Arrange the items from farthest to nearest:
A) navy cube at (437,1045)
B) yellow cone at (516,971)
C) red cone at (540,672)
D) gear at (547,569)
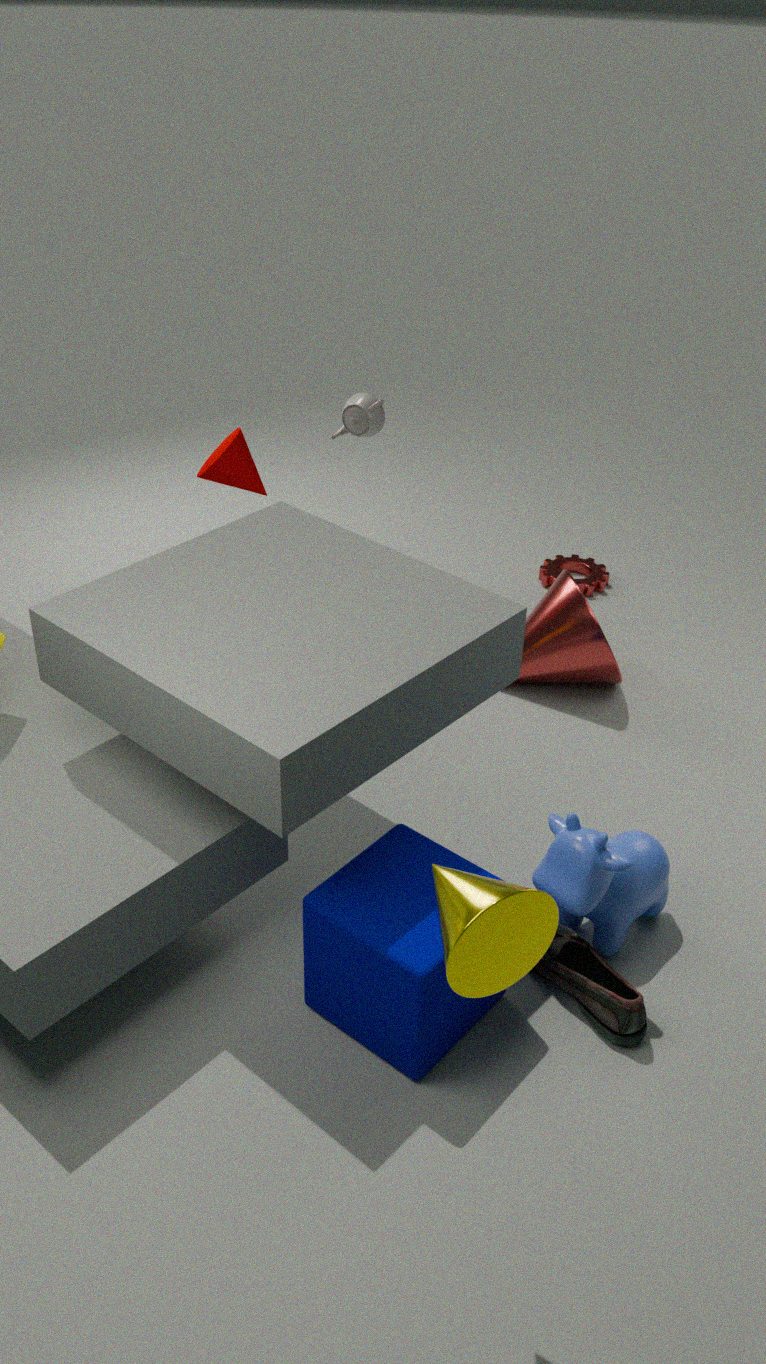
gear at (547,569), red cone at (540,672), navy cube at (437,1045), yellow cone at (516,971)
